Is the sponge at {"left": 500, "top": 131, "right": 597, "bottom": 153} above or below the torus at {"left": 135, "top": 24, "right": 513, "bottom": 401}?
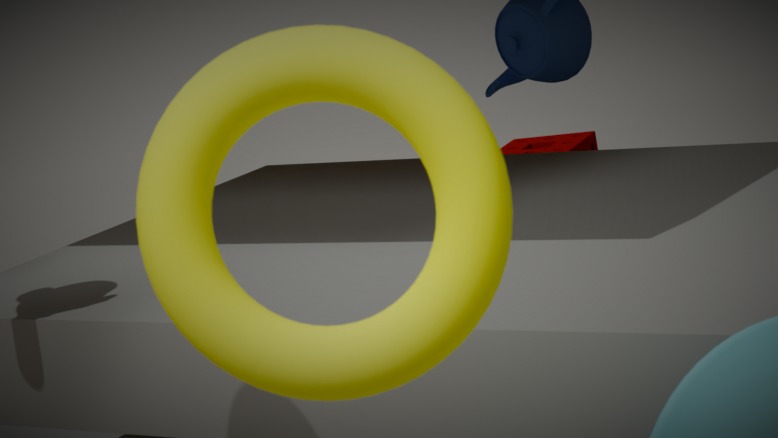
below
